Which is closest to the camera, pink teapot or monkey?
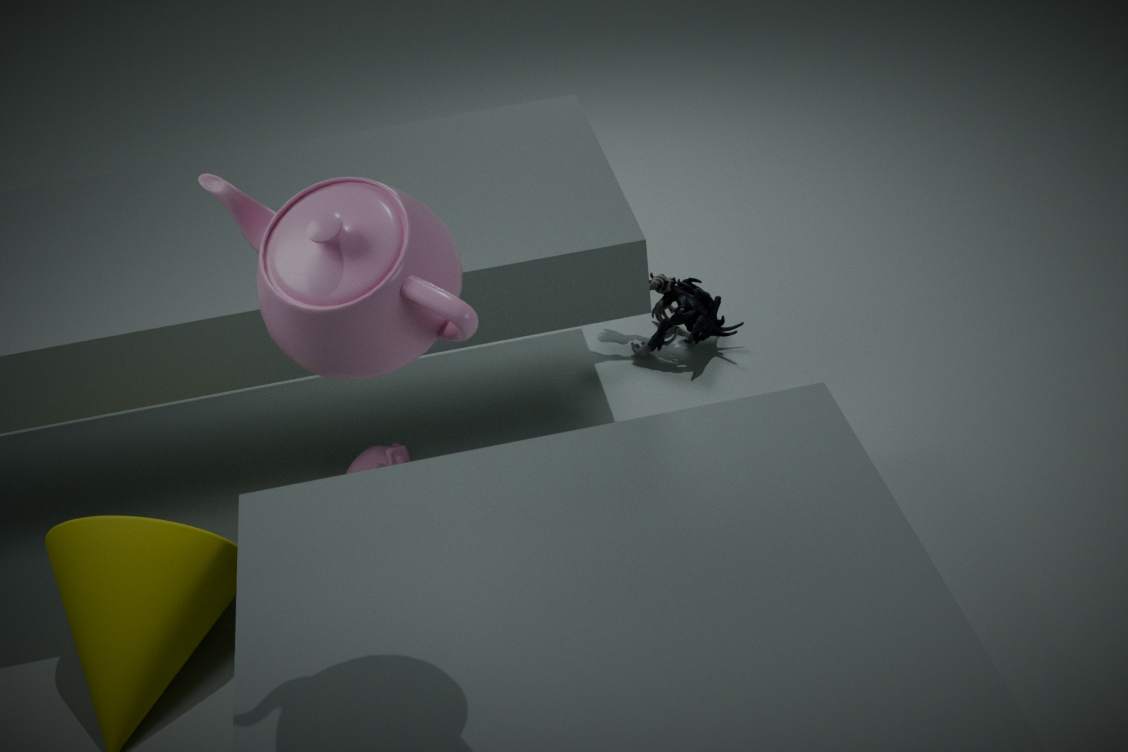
pink teapot
